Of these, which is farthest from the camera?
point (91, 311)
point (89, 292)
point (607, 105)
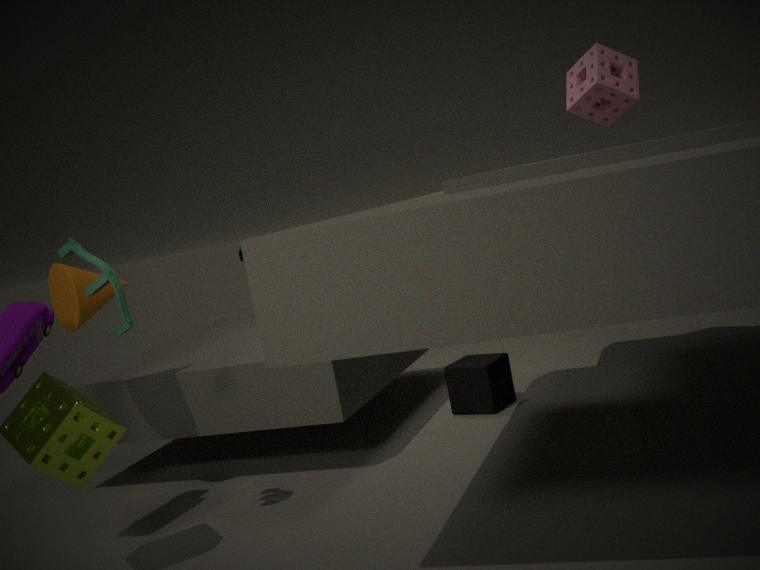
point (607, 105)
